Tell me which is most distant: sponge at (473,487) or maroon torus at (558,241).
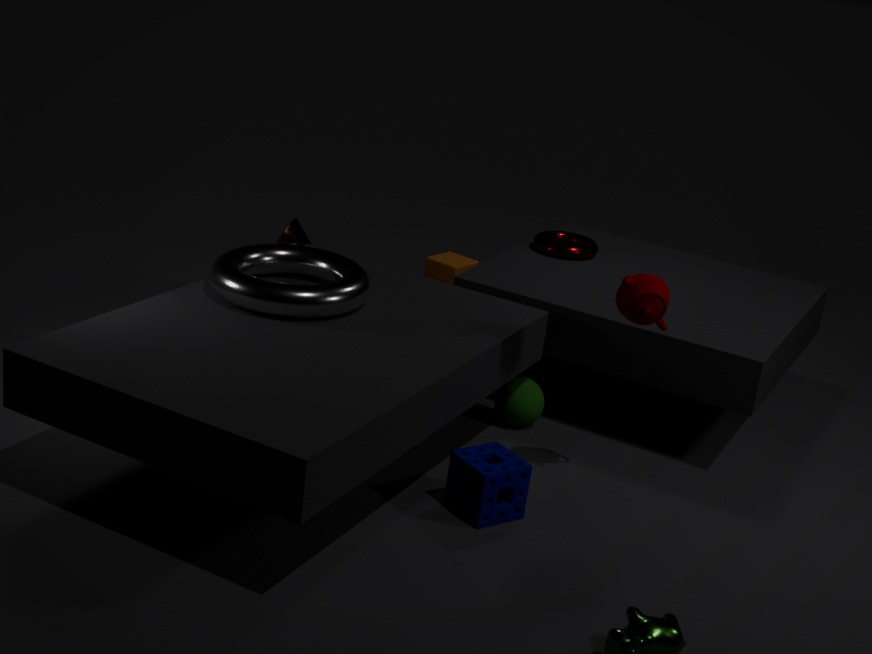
maroon torus at (558,241)
